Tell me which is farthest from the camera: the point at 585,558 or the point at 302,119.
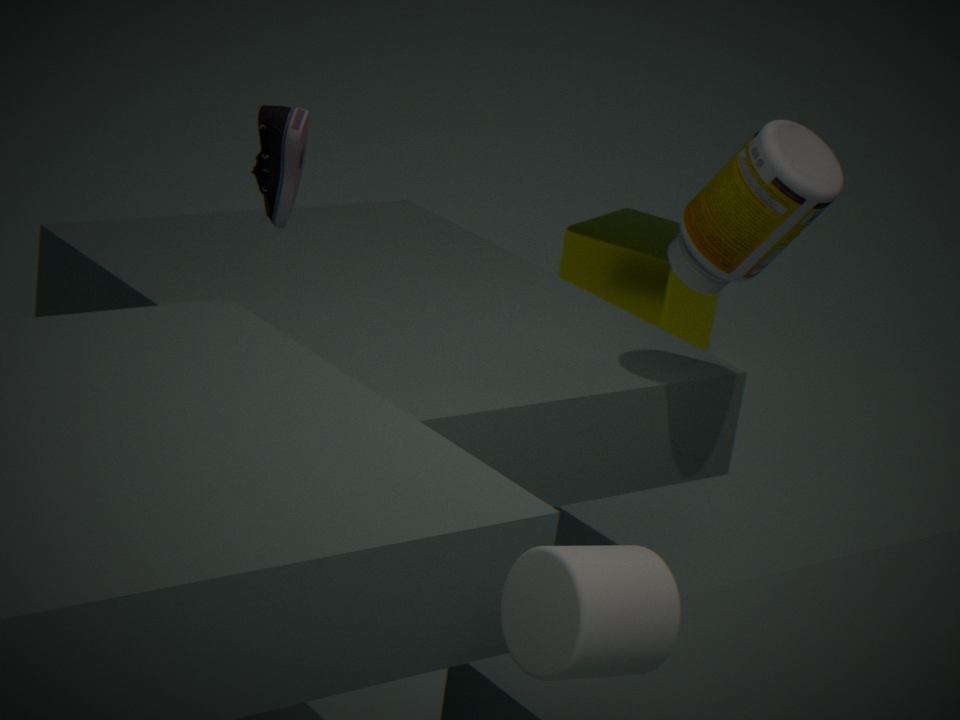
the point at 302,119
